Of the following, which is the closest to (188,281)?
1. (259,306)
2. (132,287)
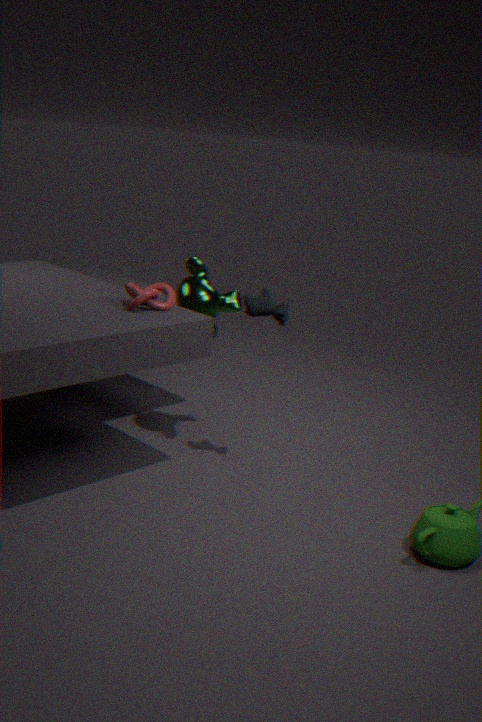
(132,287)
